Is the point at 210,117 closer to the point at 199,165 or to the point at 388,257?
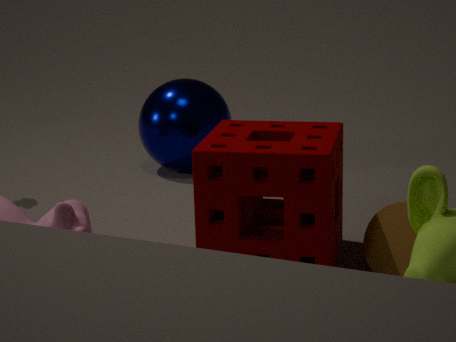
the point at 199,165
